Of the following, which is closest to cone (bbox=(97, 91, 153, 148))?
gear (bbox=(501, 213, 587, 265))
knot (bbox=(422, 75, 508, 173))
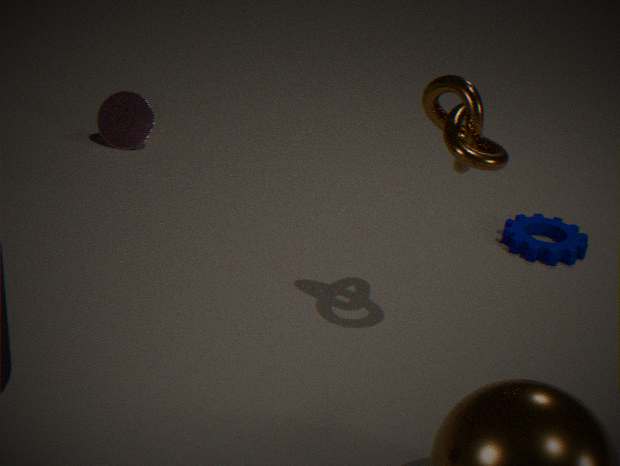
gear (bbox=(501, 213, 587, 265))
